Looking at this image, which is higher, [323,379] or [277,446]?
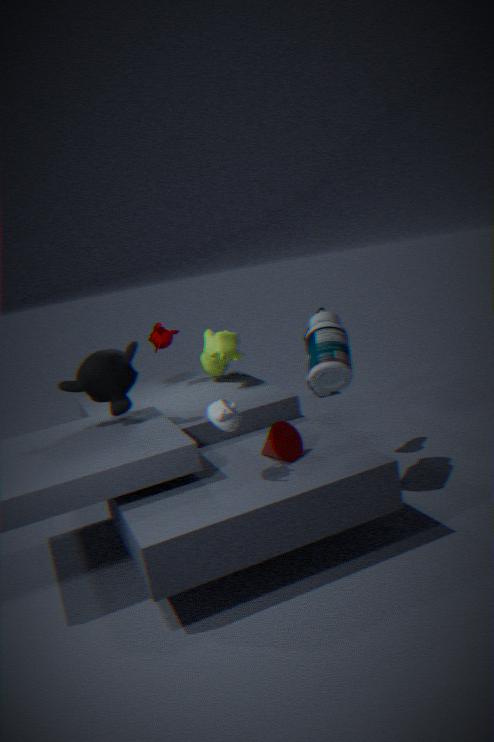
[323,379]
